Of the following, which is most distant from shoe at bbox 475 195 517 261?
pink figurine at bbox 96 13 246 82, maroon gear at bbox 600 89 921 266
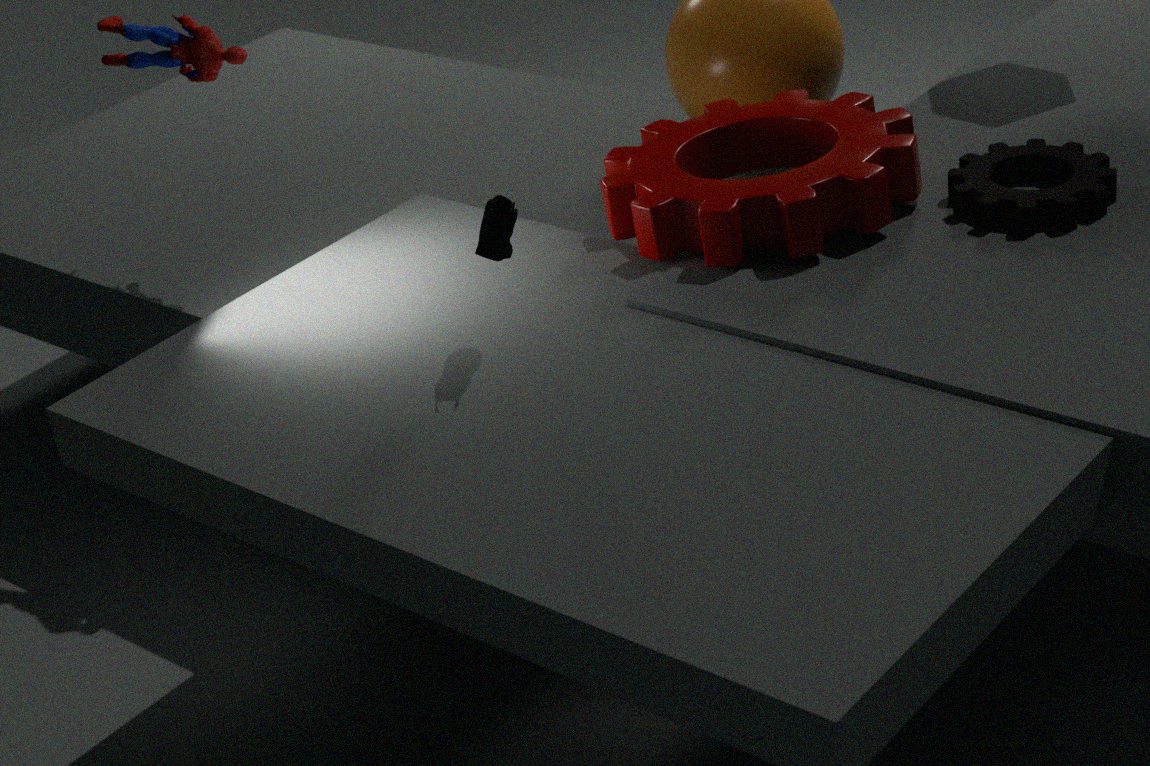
pink figurine at bbox 96 13 246 82
